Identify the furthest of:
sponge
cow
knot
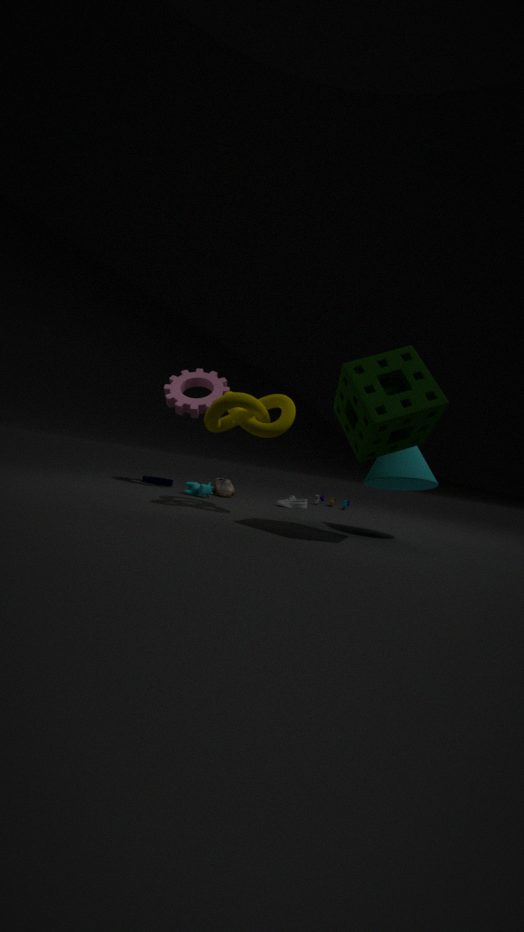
cow
